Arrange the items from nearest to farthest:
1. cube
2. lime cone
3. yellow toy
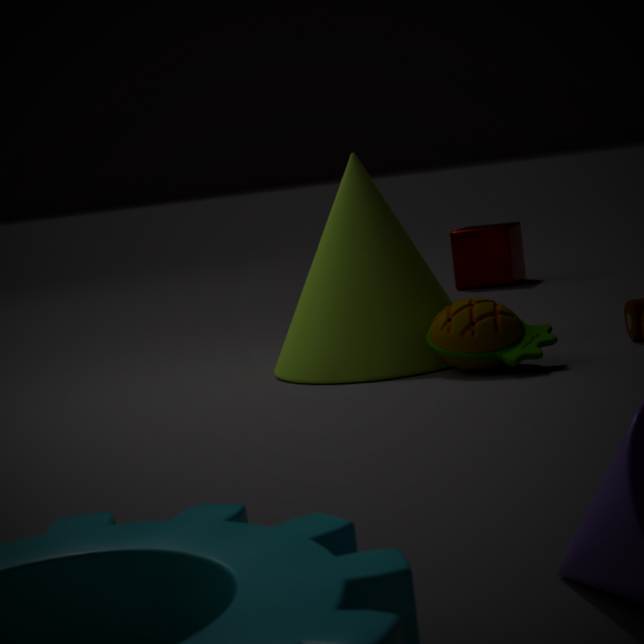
yellow toy < lime cone < cube
